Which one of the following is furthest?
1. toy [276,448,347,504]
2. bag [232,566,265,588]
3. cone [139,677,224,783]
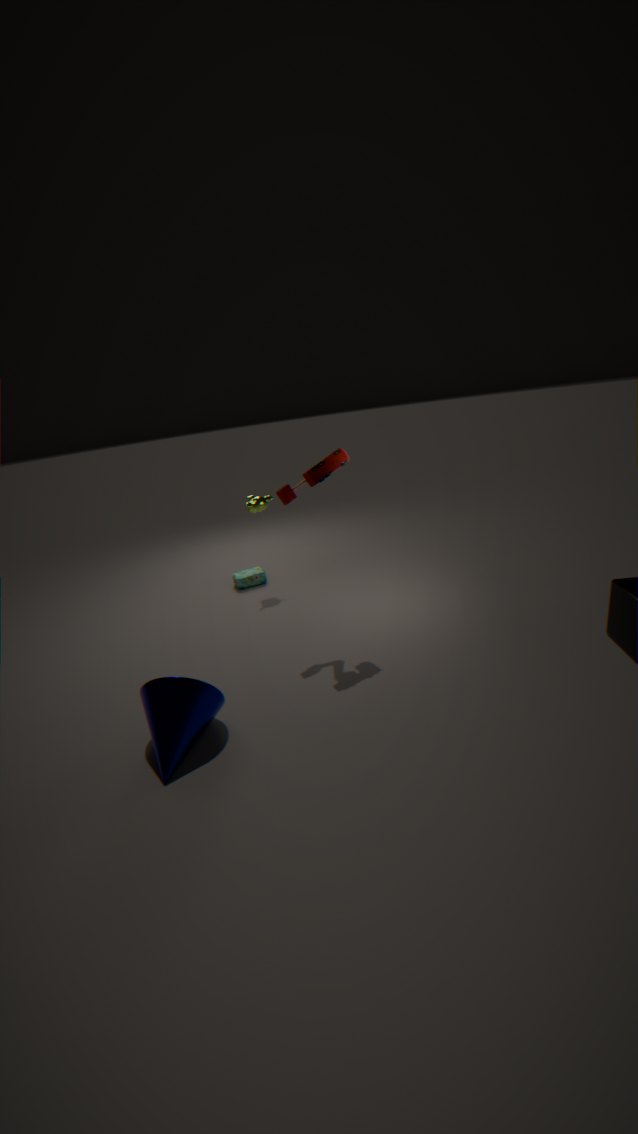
bag [232,566,265,588]
